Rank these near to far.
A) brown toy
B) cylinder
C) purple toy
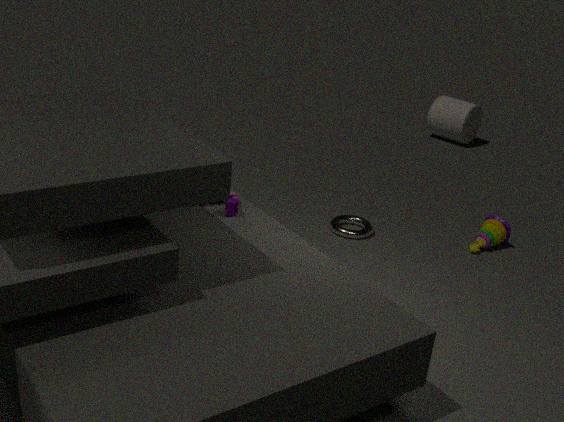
purple toy < brown toy < cylinder
